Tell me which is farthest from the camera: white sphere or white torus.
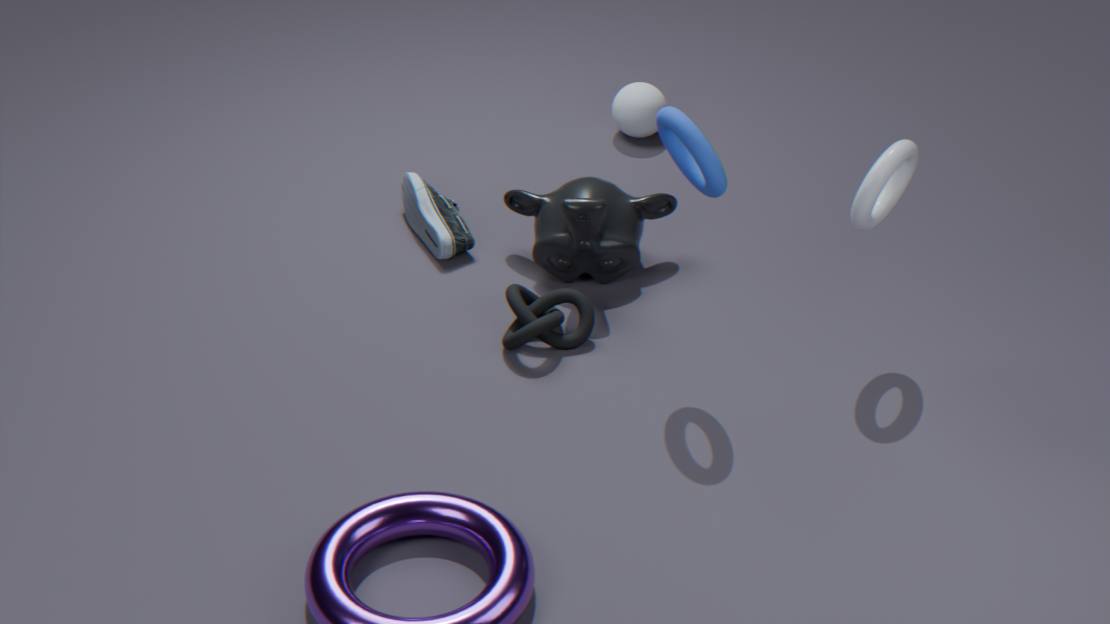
white sphere
